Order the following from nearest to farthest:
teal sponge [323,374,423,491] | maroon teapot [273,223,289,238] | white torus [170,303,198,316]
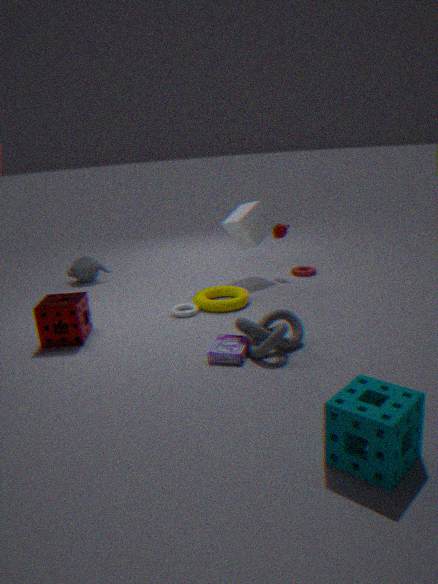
teal sponge [323,374,423,491], white torus [170,303,198,316], maroon teapot [273,223,289,238]
